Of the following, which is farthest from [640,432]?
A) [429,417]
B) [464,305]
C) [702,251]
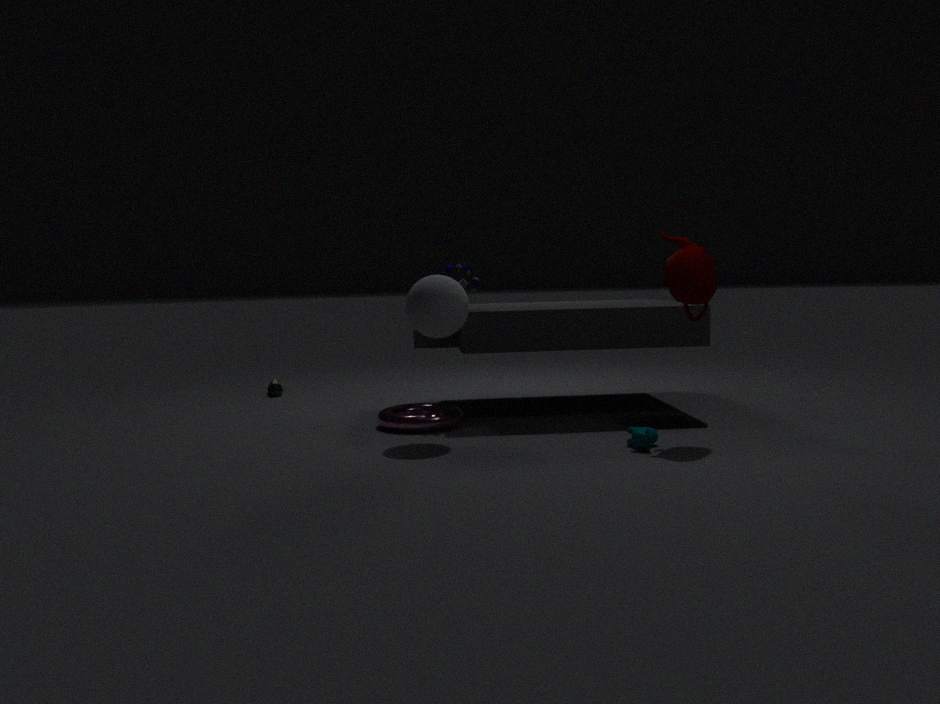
[429,417]
